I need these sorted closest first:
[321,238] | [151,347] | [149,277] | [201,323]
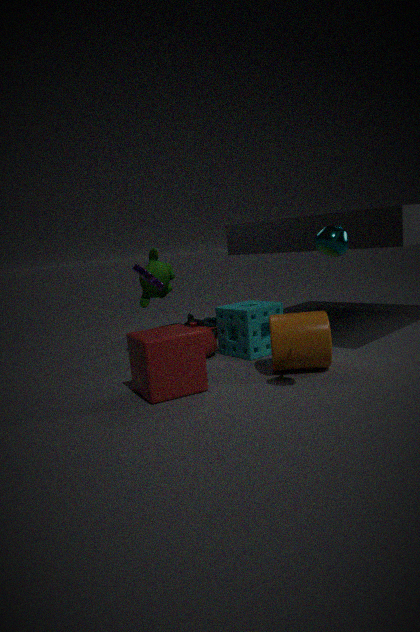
[321,238] → [151,347] → [149,277] → [201,323]
